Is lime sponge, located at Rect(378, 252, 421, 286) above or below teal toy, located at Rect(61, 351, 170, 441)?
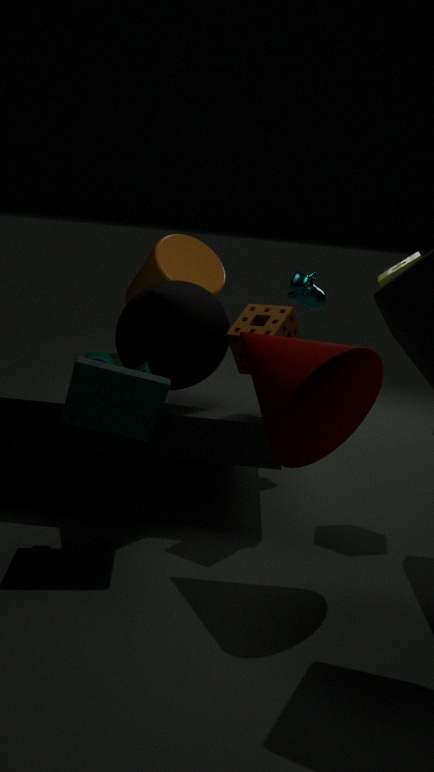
above
